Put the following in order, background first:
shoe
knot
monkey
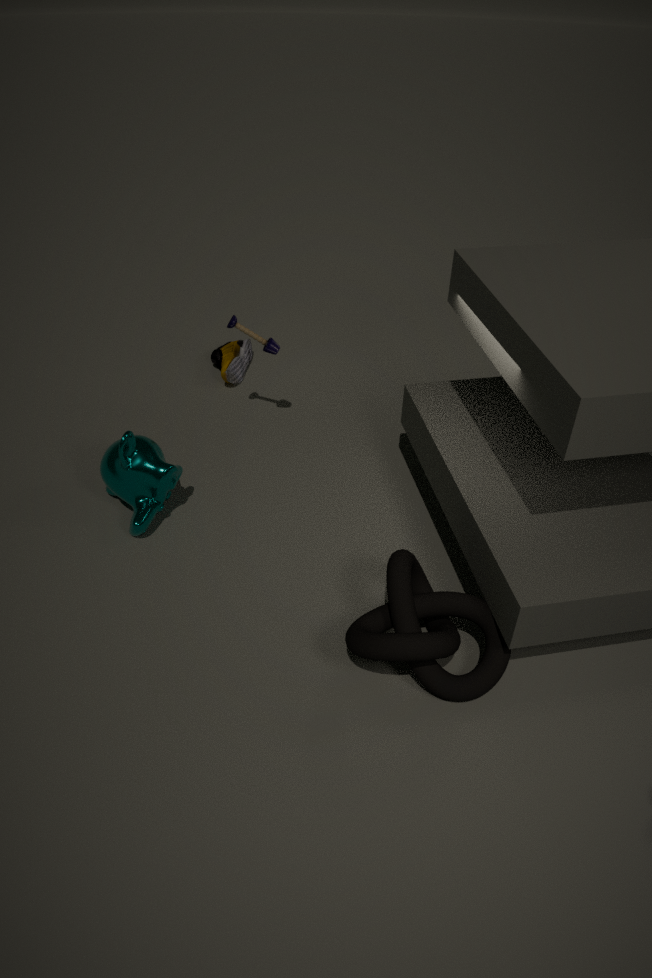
shoe < monkey < knot
